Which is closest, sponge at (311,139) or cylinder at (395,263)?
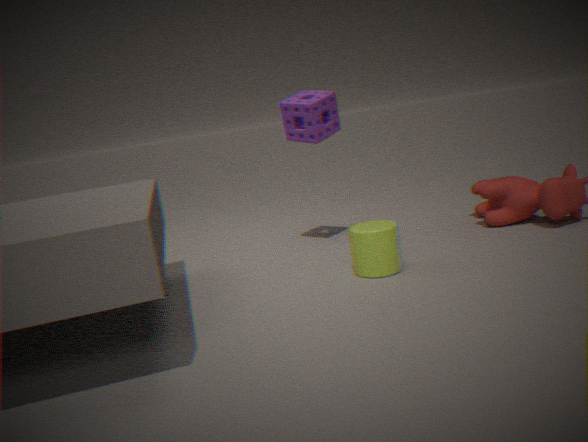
cylinder at (395,263)
